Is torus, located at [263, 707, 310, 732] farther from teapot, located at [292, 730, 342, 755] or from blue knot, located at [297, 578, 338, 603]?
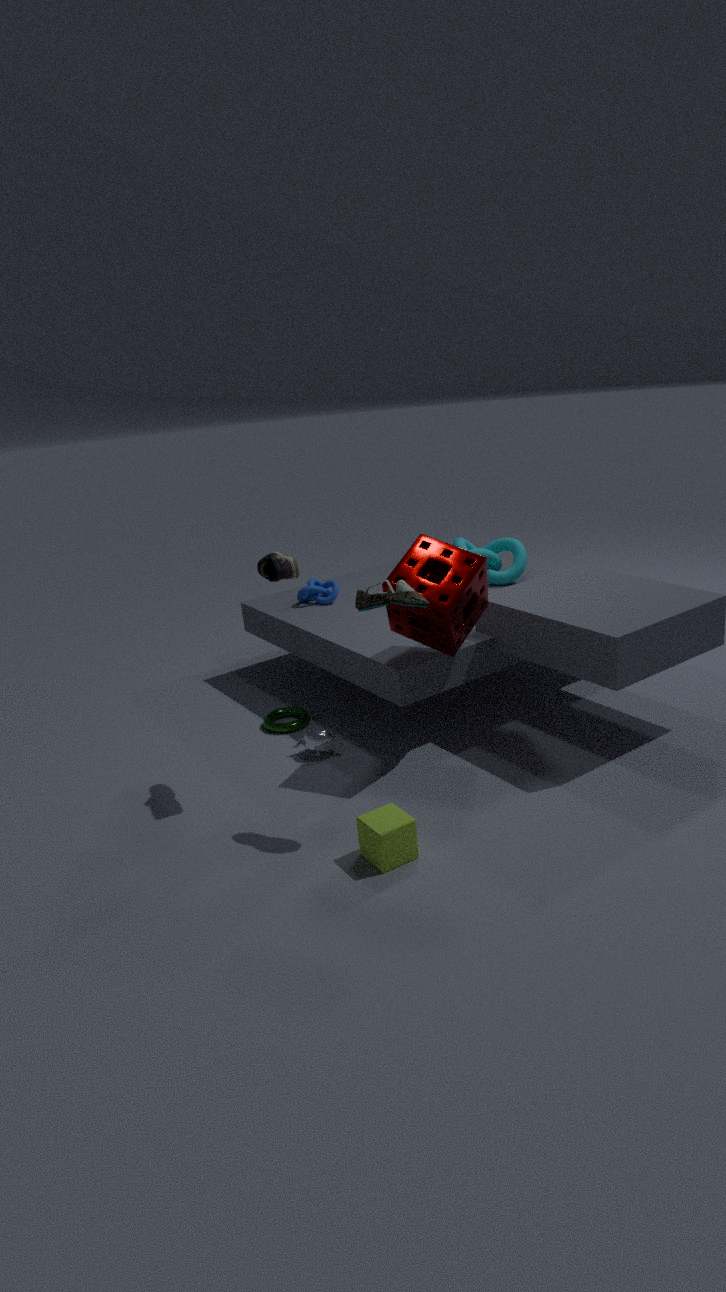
blue knot, located at [297, 578, 338, 603]
